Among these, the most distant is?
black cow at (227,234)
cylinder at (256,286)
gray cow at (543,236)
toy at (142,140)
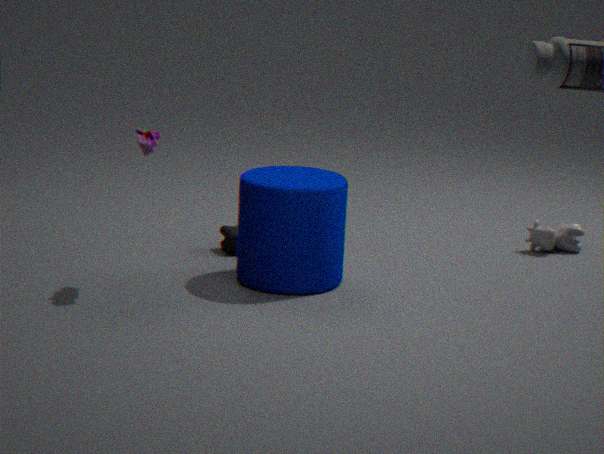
gray cow at (543,236)
